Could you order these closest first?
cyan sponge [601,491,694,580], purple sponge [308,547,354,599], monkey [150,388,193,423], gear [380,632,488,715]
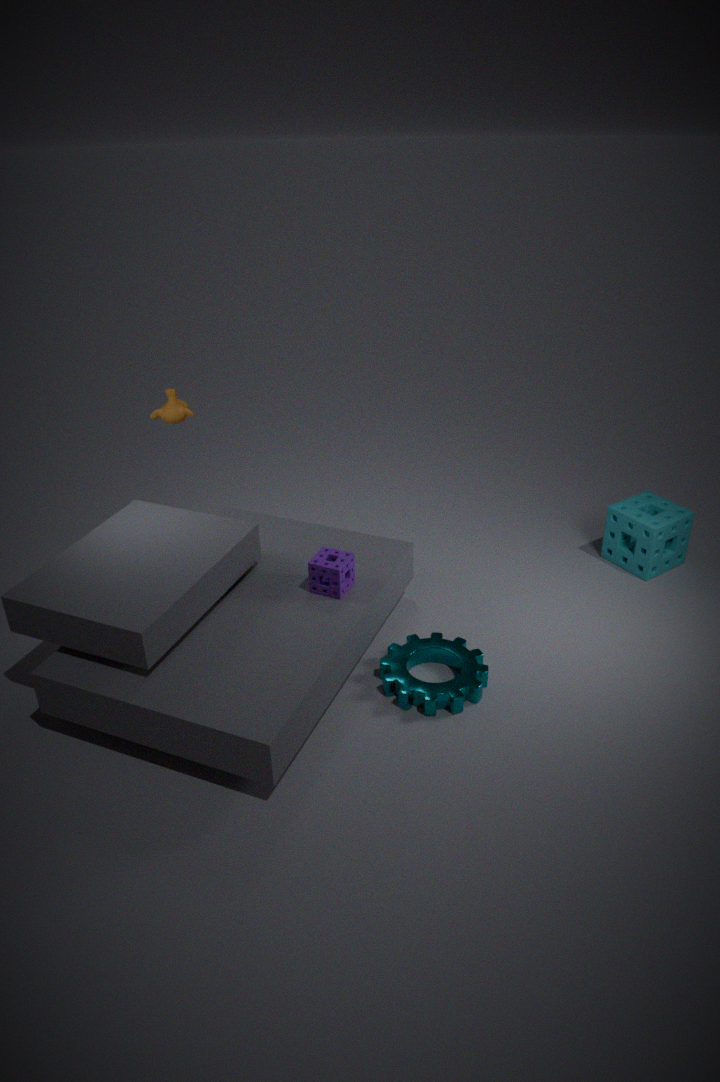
gear [380,632,488,715], purple sponge [308,547,354,599], monkey [150,388,193,423], cyan sponge [601,491,694,580]
